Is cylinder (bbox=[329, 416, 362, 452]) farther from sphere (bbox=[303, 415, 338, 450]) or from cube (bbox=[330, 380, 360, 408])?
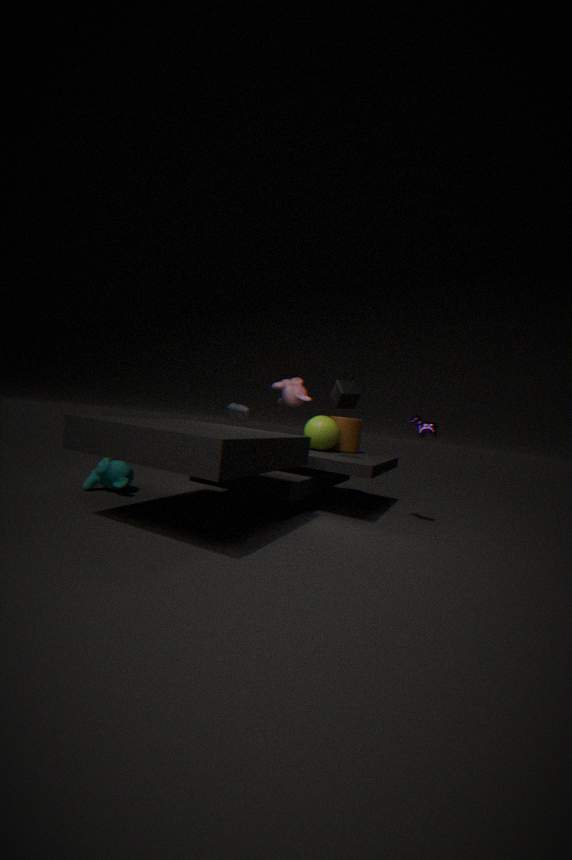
cube (bbox=[330, 380, 360, 408])
